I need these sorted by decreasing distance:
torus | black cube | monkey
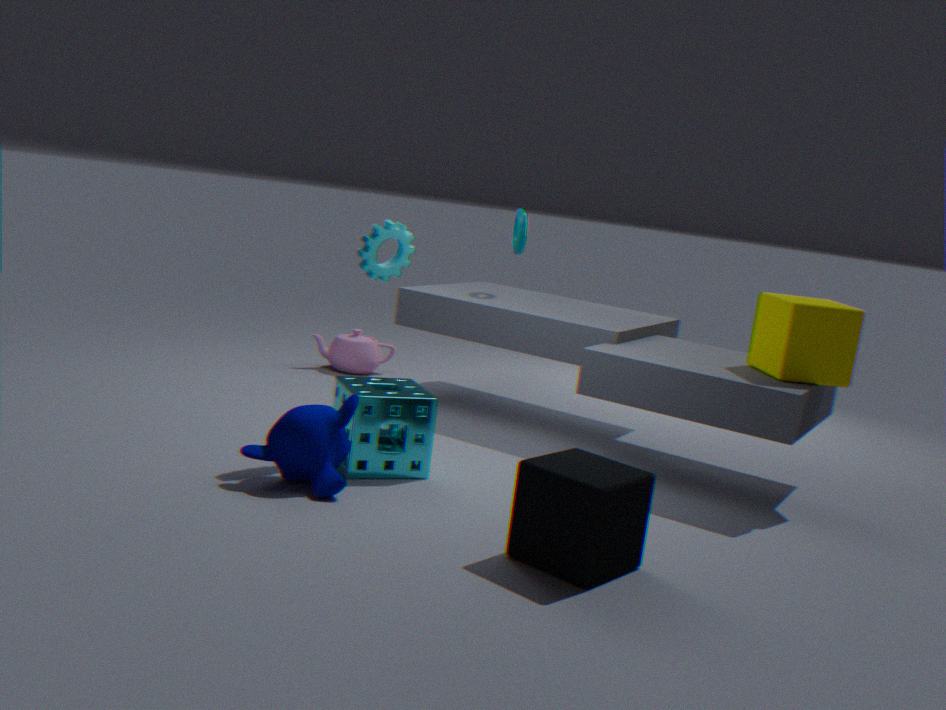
torus < monkey < black cube
